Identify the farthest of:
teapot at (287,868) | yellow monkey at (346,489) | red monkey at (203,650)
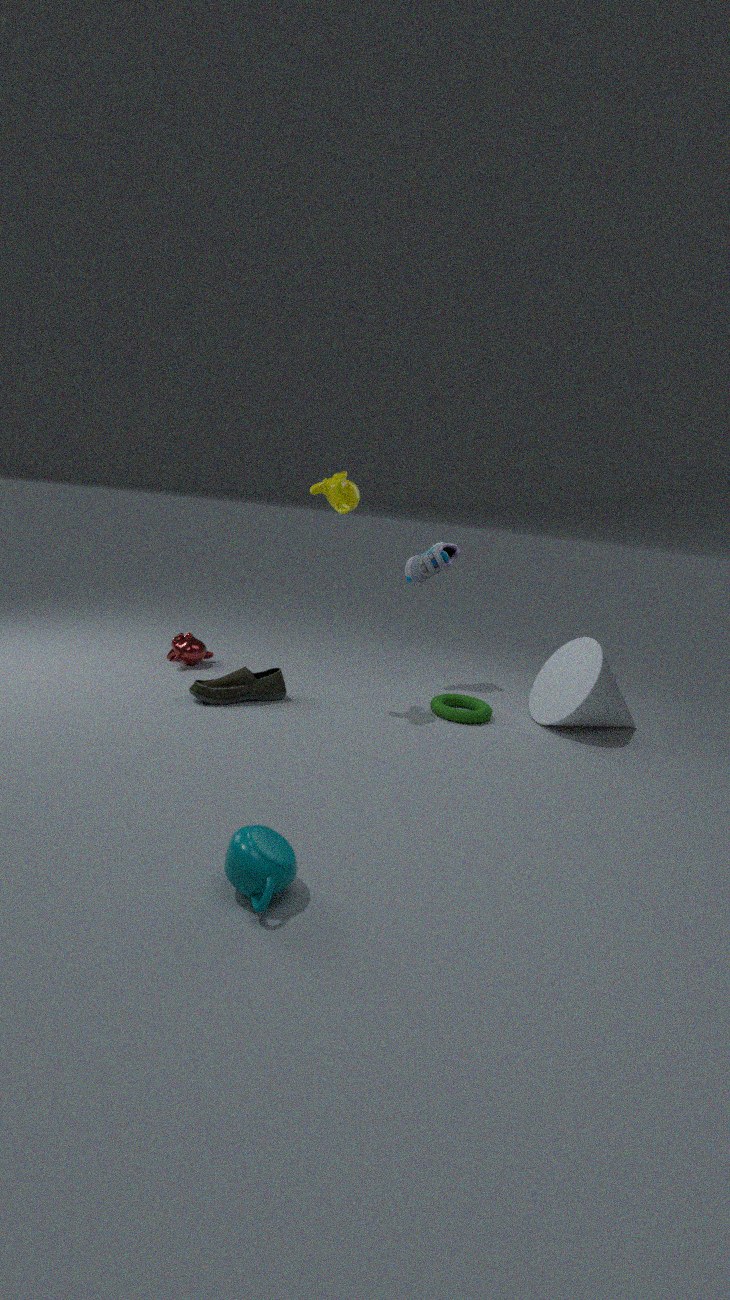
red monkey at (203,650)
